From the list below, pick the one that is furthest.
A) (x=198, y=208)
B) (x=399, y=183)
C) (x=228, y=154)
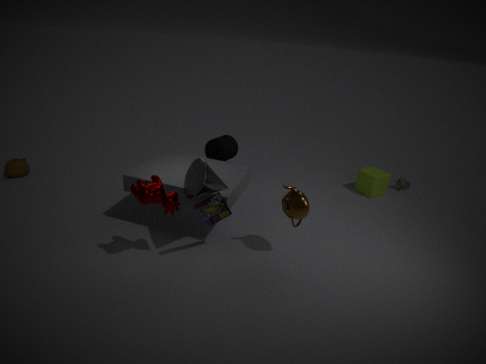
(x=399, y=183)
